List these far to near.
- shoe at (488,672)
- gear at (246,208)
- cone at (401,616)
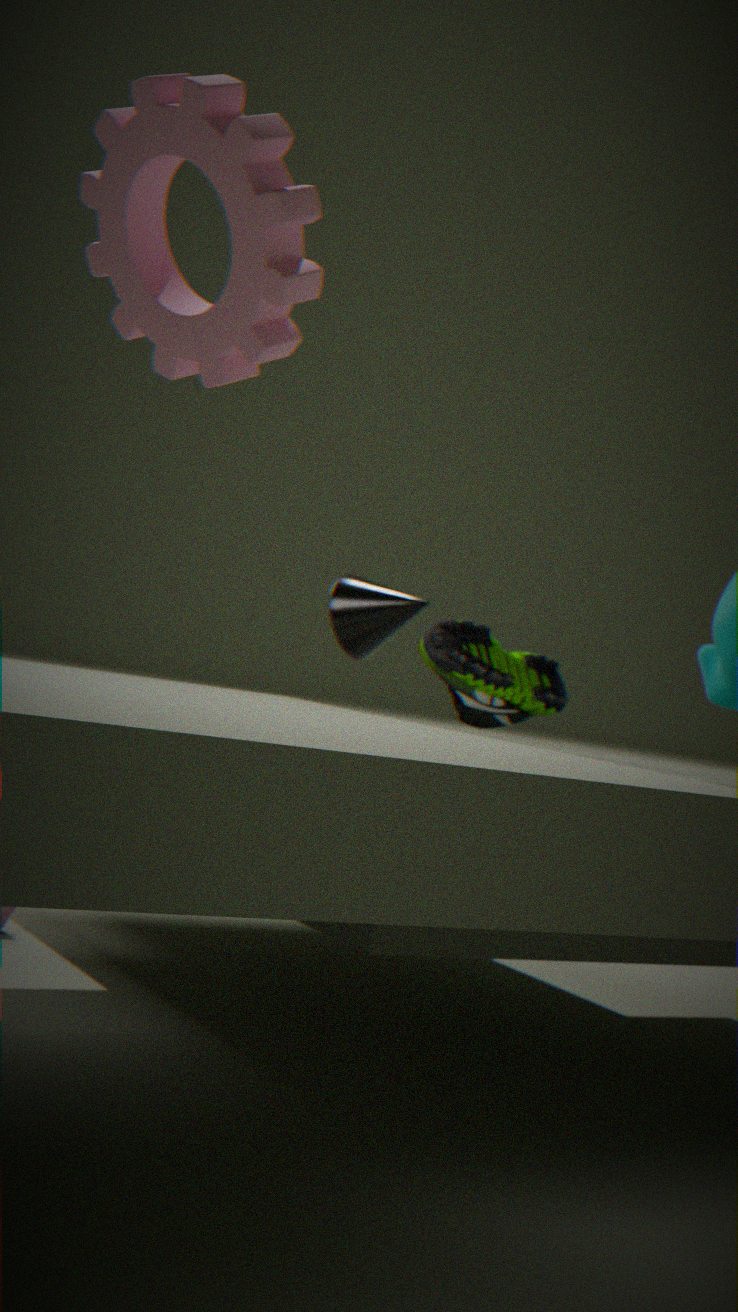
cone at (401,616) < shoe at (488,672) < gear at (246,208)
